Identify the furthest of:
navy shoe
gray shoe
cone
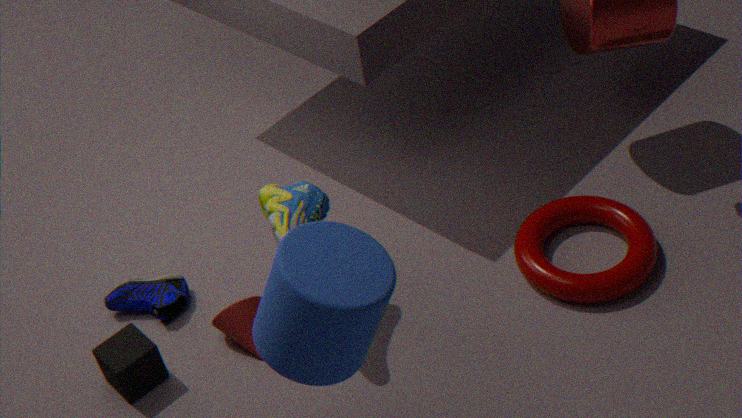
navy shoe
